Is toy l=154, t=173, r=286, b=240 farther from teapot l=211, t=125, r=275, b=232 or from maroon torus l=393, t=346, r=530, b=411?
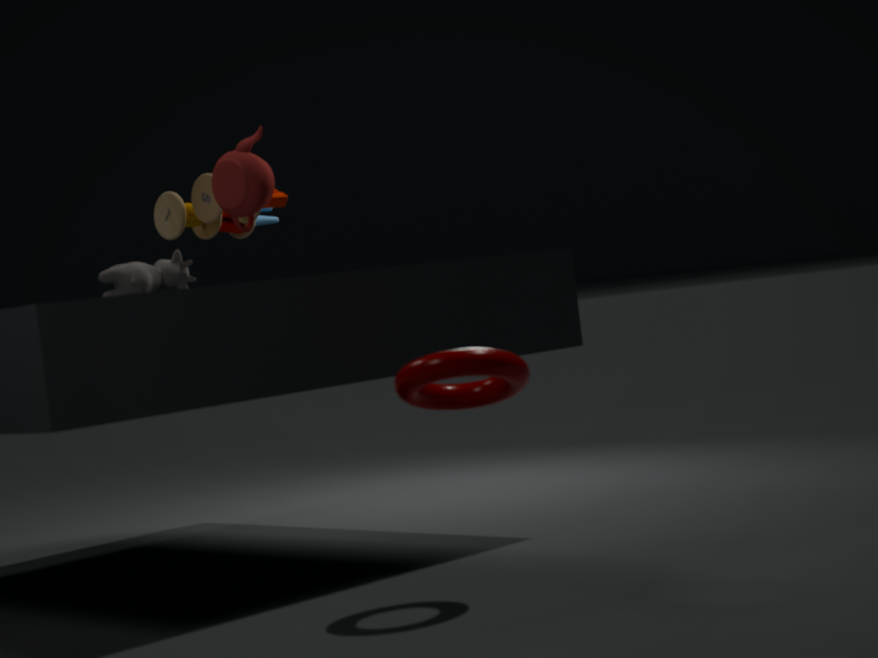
maroon torus l=393, t=346, r=530, b=411
